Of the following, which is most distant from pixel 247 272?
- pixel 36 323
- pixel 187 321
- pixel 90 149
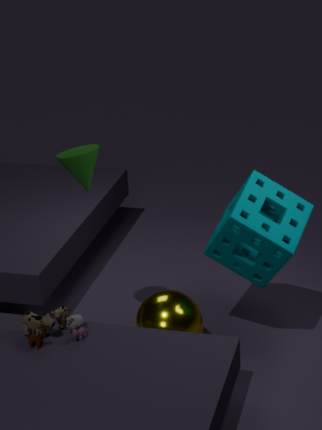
pixel 36 323
